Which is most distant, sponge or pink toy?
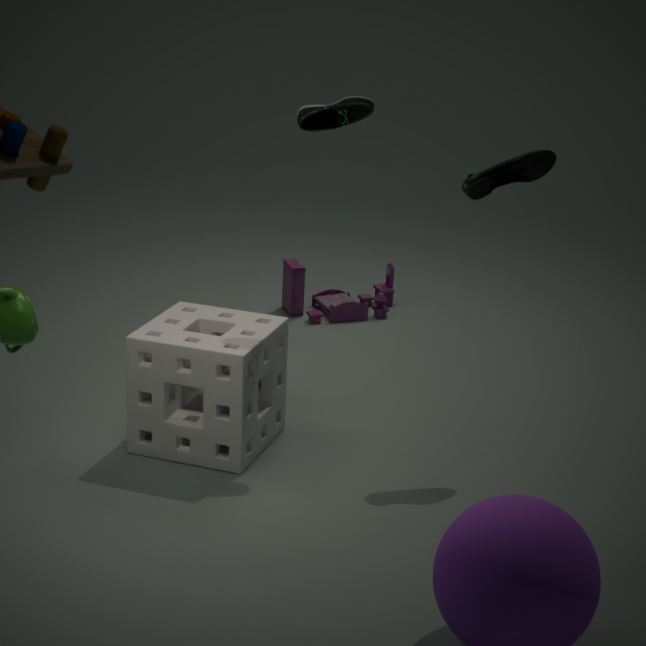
pink toy
